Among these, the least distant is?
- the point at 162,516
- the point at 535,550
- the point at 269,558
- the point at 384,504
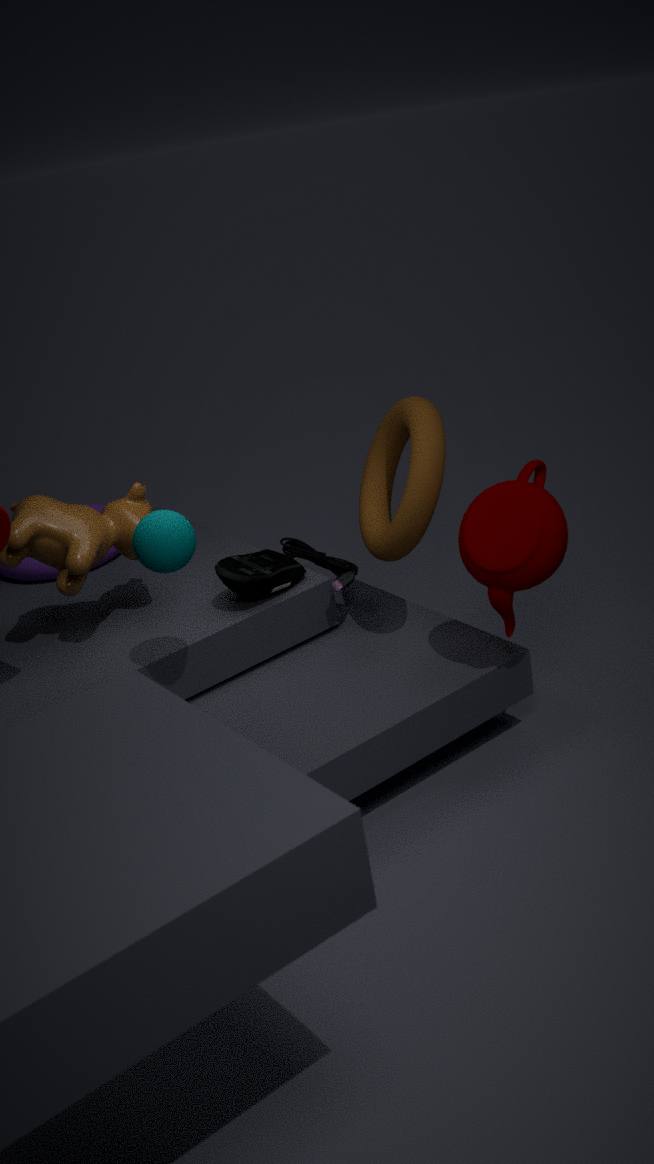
the point at 162,516
